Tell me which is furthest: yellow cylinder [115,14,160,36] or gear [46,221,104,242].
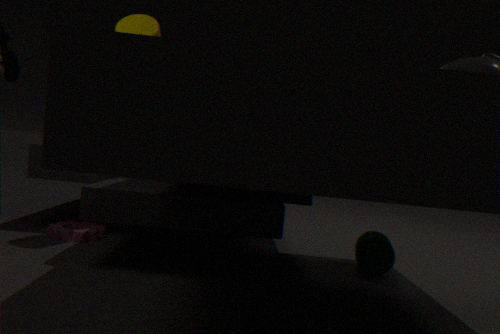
gear [46,221,104,242]
